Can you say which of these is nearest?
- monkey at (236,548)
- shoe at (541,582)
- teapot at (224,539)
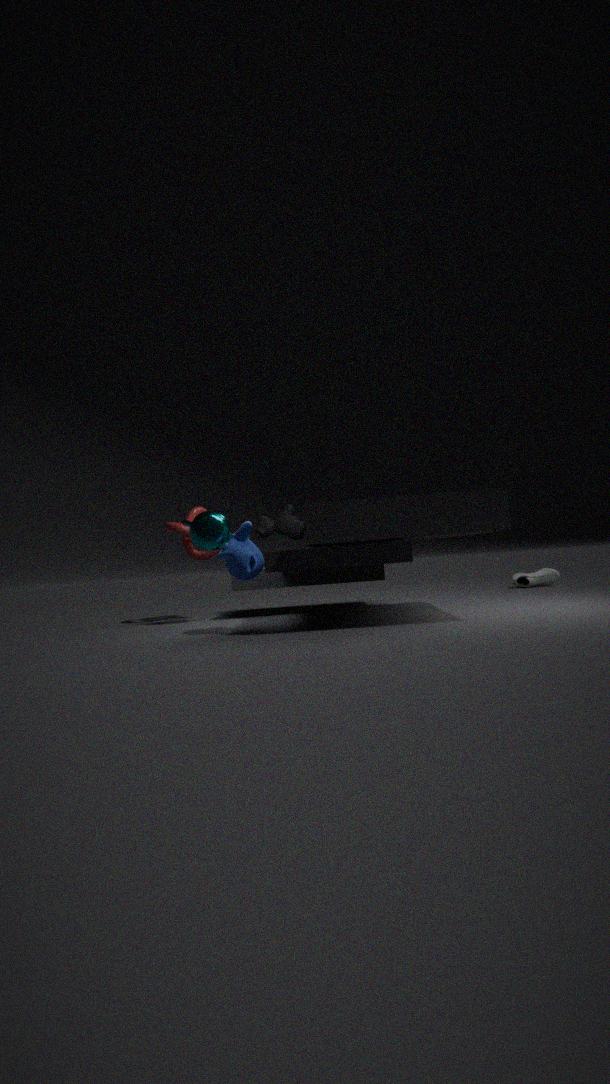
monkey at (236,548)
